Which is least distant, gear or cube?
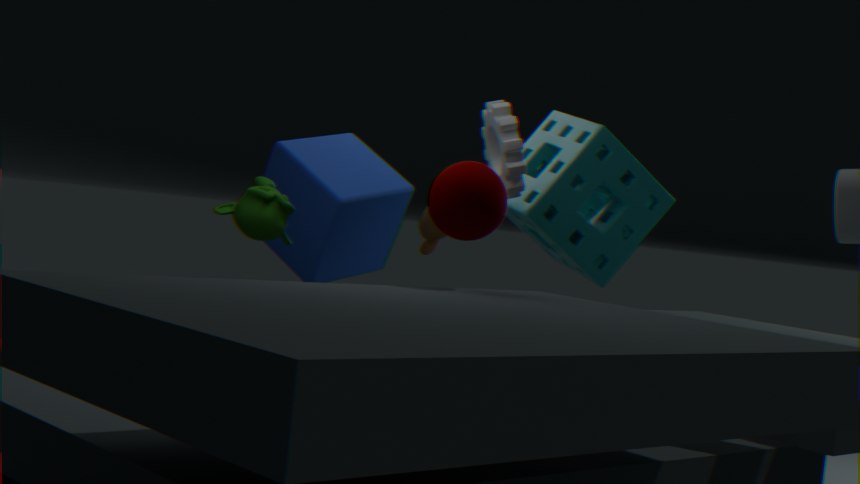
gear
